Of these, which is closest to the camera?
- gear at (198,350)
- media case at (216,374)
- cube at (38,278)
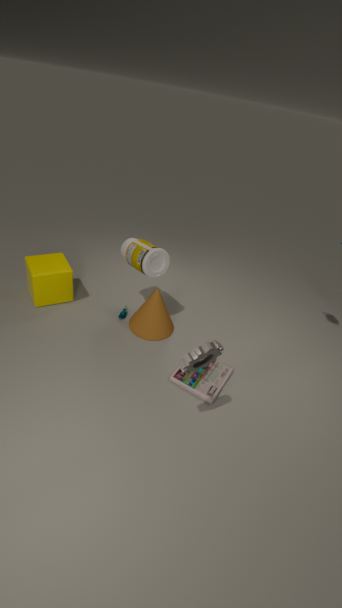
gear at (198,350)
